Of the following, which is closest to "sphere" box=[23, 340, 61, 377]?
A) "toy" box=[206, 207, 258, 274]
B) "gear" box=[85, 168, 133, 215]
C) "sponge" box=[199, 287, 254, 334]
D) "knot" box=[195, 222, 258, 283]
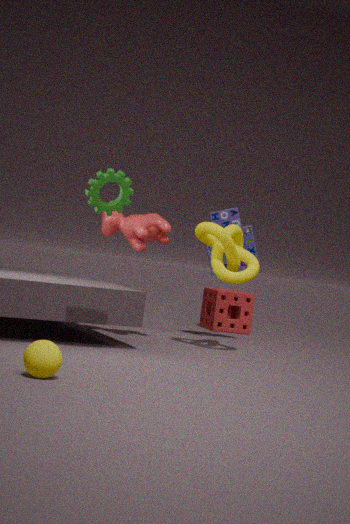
"gear" box=[85, 168, 133, 215]
